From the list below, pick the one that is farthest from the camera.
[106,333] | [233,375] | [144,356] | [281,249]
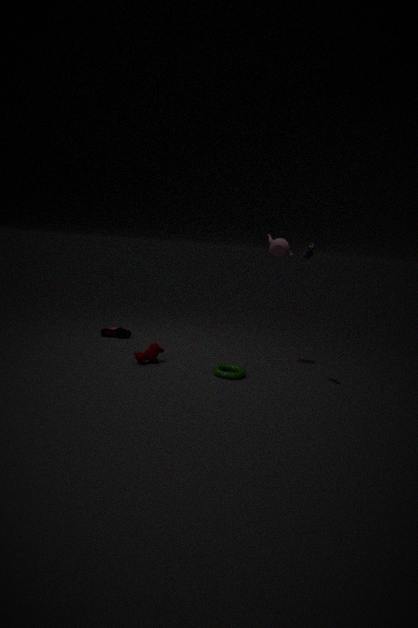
[106,333]
